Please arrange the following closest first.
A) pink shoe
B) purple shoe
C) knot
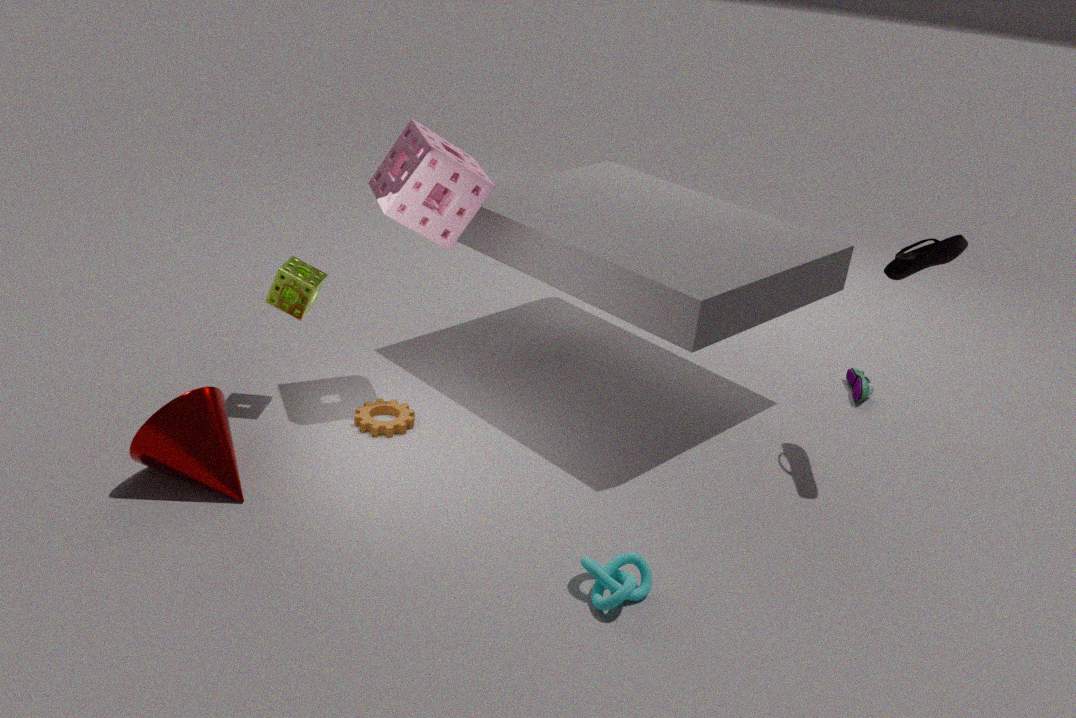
knot → pink shoe → purple shoe
